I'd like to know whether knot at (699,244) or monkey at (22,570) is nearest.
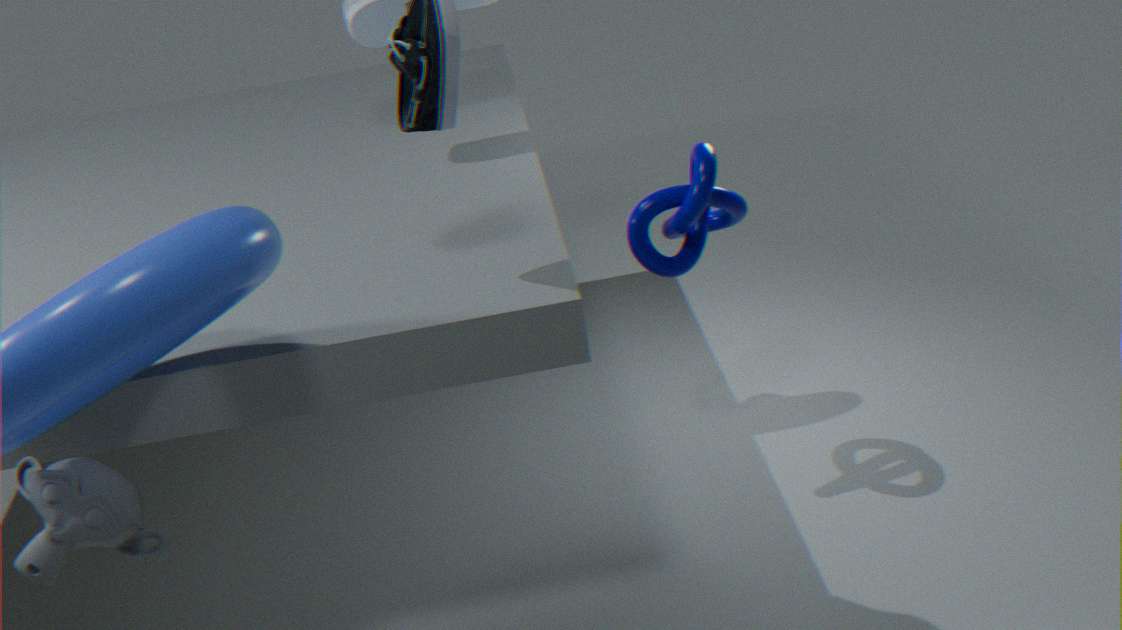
monkey at (22,570)
